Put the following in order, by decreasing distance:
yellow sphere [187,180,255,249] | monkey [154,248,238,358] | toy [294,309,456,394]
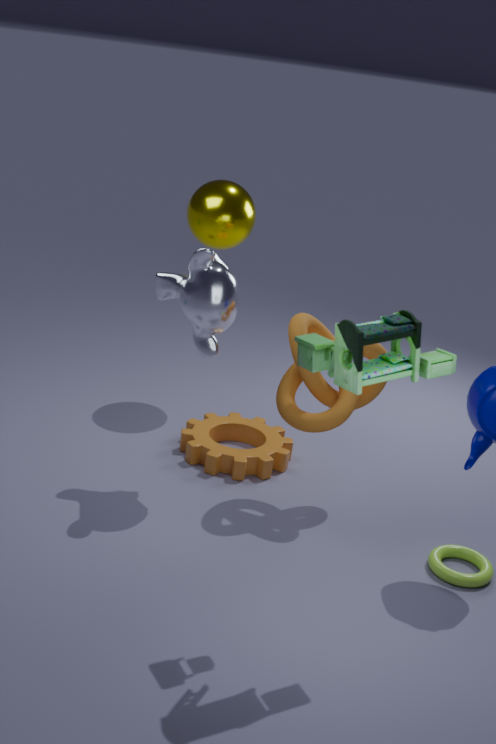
yellow sphere [187,180,255,249] < monkey [154,248,238,358] < toy [294,309,456,394]
